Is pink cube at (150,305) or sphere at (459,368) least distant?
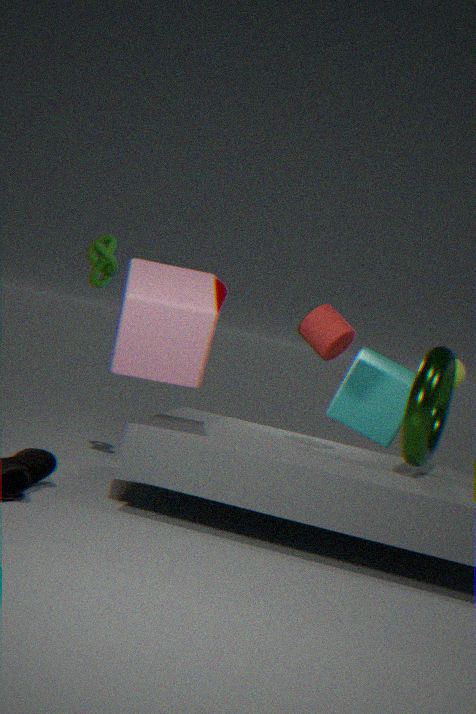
pink cube at (150,305)
